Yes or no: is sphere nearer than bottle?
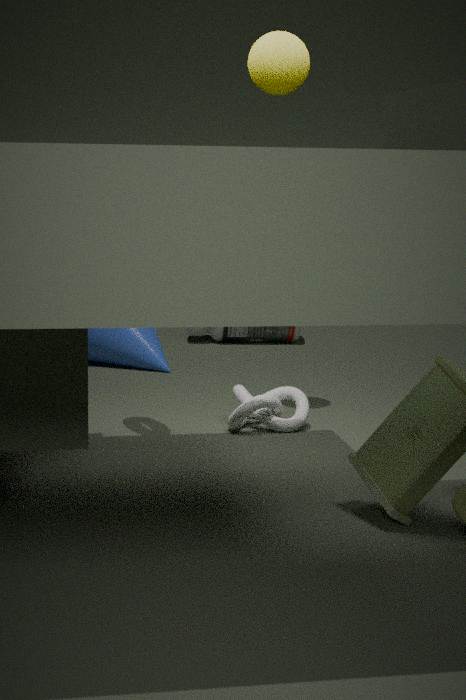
Yes
